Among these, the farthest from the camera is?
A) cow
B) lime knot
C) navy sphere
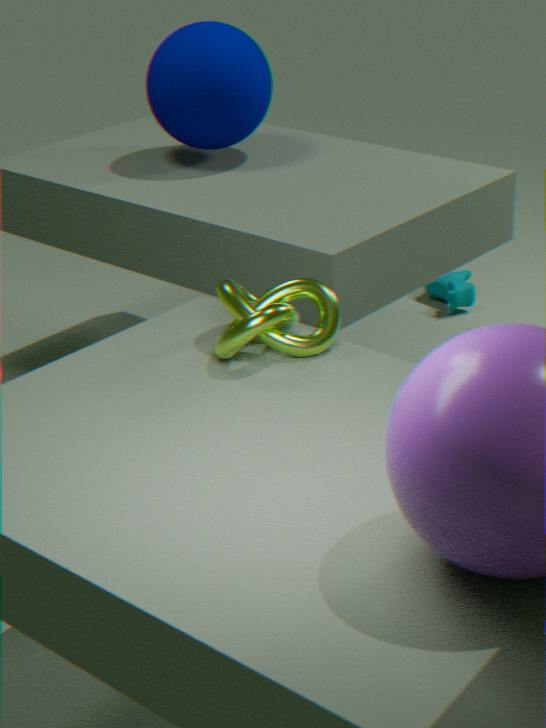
cow
